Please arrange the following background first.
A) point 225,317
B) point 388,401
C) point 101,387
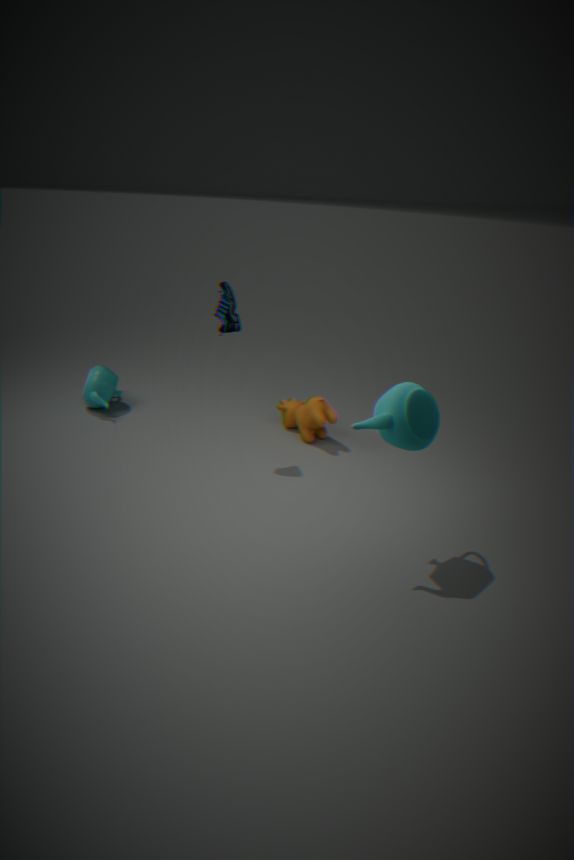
point 101,387 < point 225,317 < point 388,401
